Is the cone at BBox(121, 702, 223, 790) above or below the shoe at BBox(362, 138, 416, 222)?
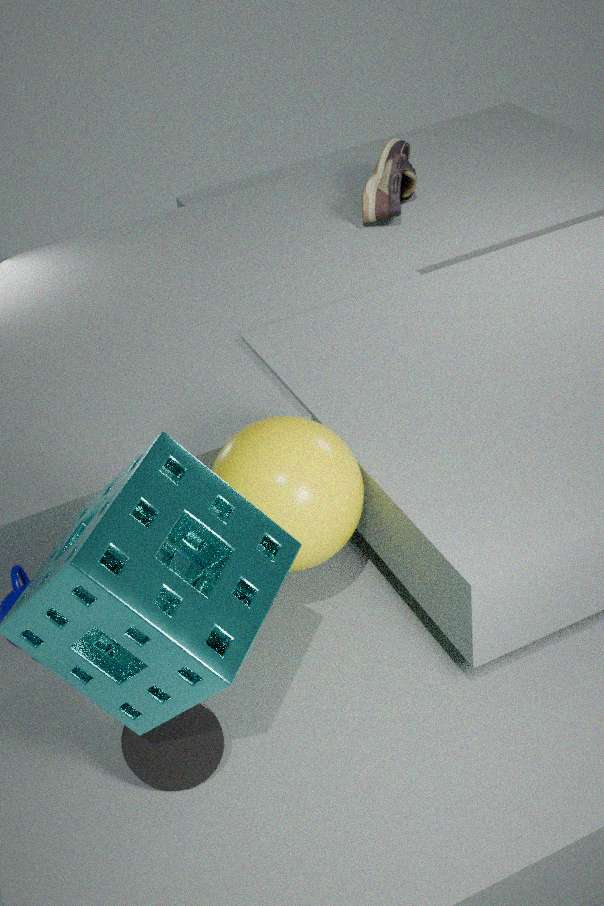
below
